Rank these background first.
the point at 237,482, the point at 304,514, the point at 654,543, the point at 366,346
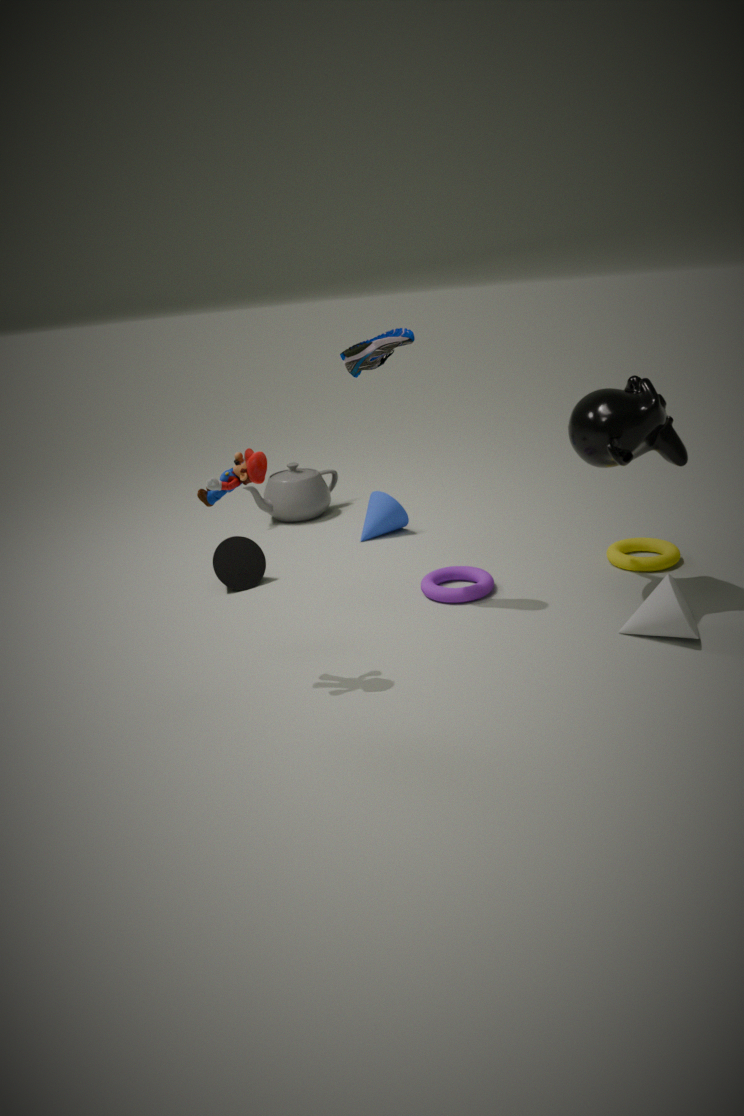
the point at 304,514 → the point at 654,543 → the point at 366,346 → the point at 237,482
